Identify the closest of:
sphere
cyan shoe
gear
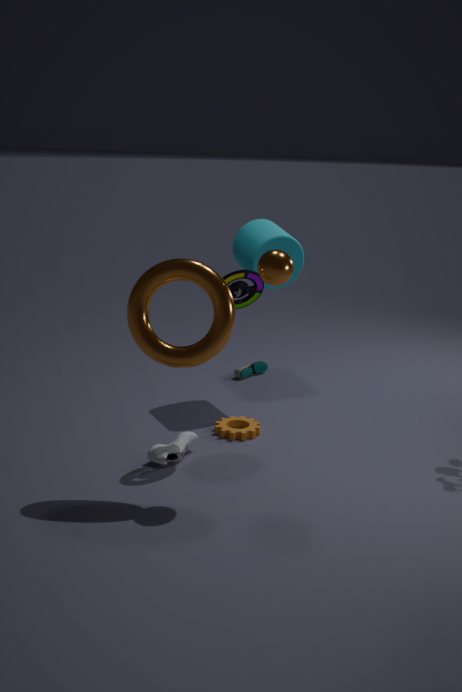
sphere
